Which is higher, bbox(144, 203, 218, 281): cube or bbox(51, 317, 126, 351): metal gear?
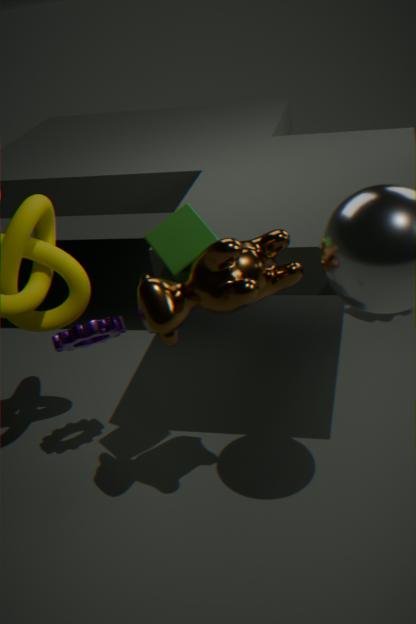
bbox(144, 203, 218, 281): cube
